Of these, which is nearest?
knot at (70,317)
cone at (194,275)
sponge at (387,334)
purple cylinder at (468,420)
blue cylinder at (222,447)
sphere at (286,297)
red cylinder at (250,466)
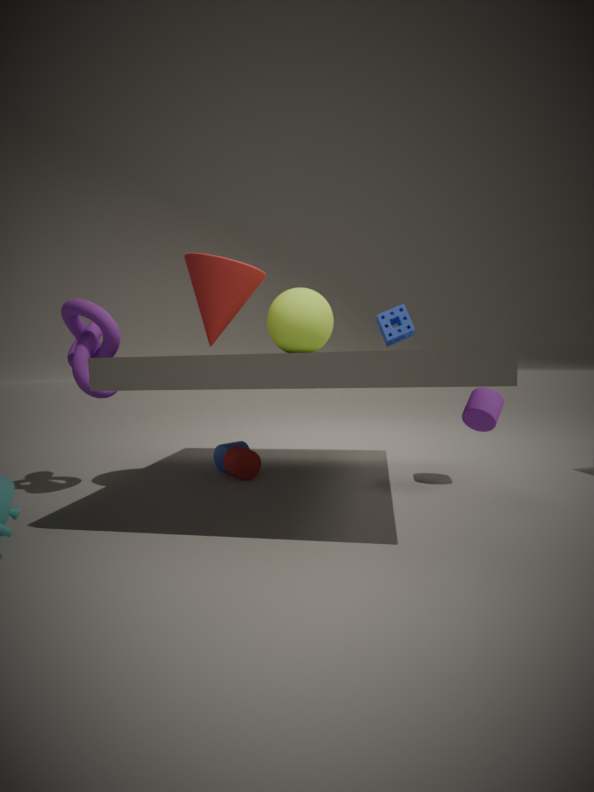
cone at (194,275)
